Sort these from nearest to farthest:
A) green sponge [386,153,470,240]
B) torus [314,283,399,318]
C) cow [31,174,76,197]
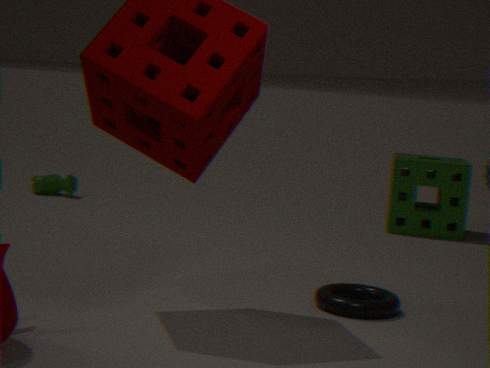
torus [314,283,399,318], green sponge [386,153,470,240], cow [31,174,76,197]
